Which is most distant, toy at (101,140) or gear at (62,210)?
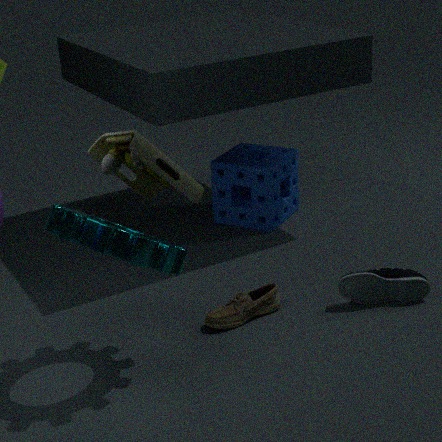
gear at (62,210)
